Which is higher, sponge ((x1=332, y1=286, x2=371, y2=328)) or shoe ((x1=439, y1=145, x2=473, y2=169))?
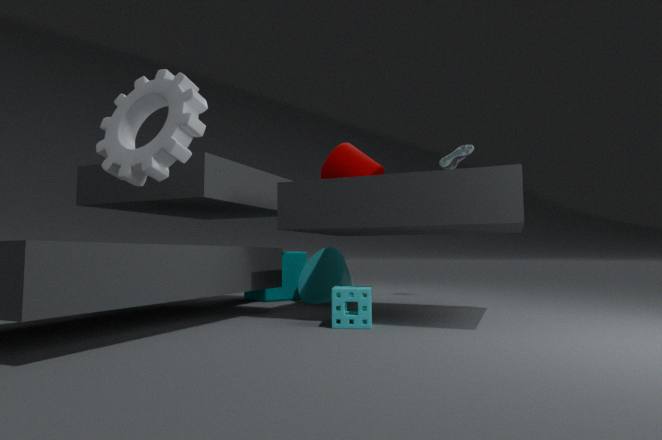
shoe ((x1=439, y1=145, x2=473, y2=169))
